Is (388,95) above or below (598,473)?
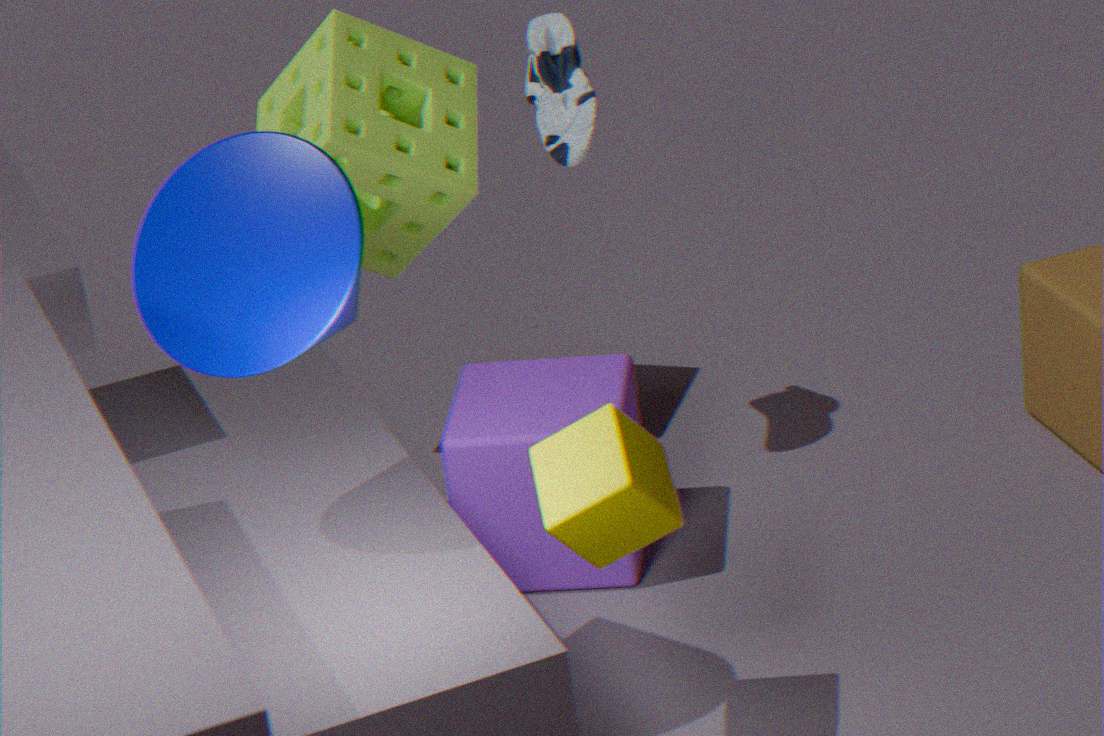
above
